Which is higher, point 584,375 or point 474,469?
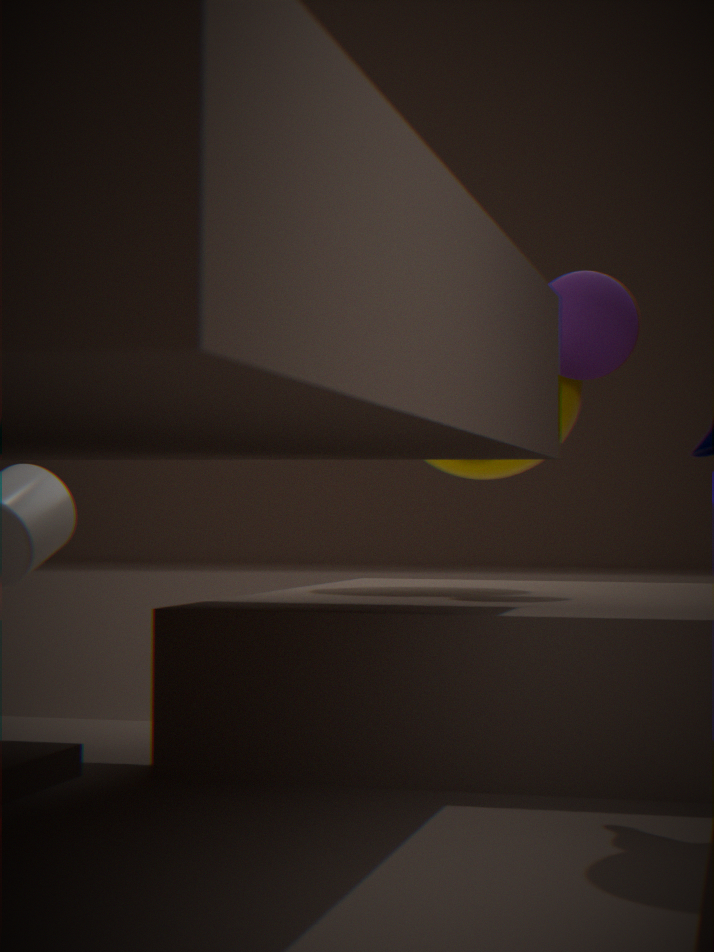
point 584,375
